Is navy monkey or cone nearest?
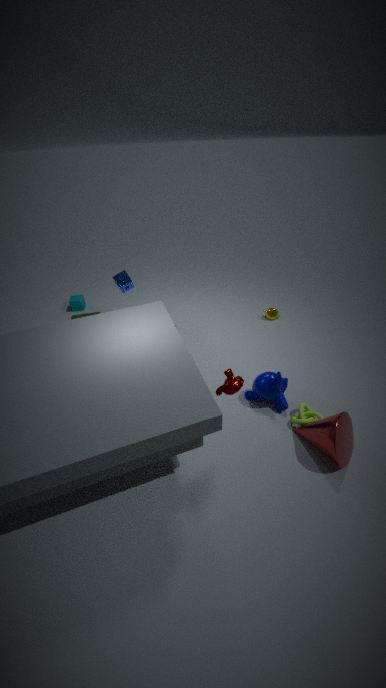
cone
